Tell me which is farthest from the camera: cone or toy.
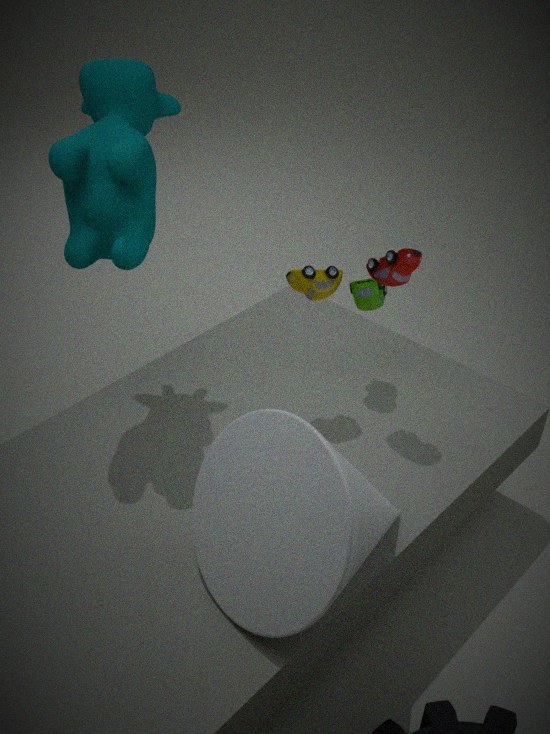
toy
